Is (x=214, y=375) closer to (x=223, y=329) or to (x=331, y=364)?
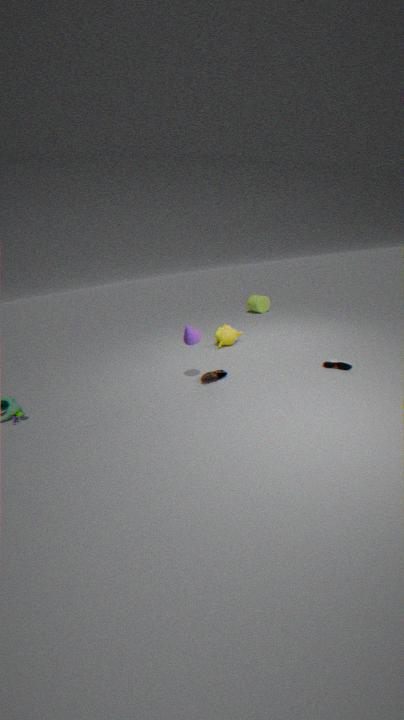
(x=223, y=329)
